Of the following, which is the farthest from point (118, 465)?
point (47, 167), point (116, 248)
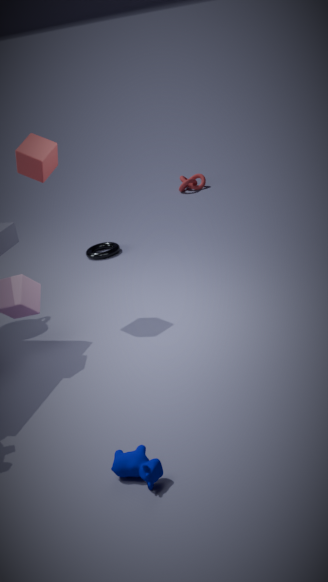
point (116, 248)
